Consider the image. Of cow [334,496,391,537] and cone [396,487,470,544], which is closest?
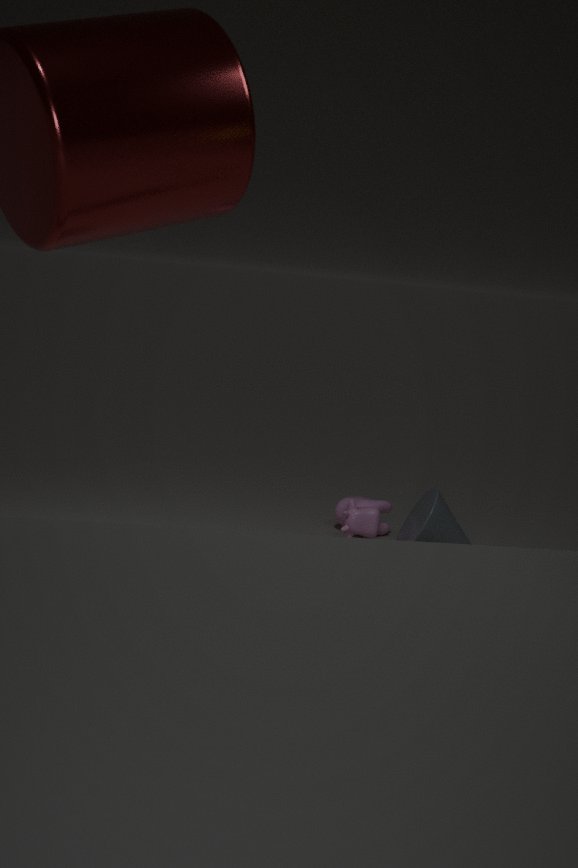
cone [396,487,470,544]
